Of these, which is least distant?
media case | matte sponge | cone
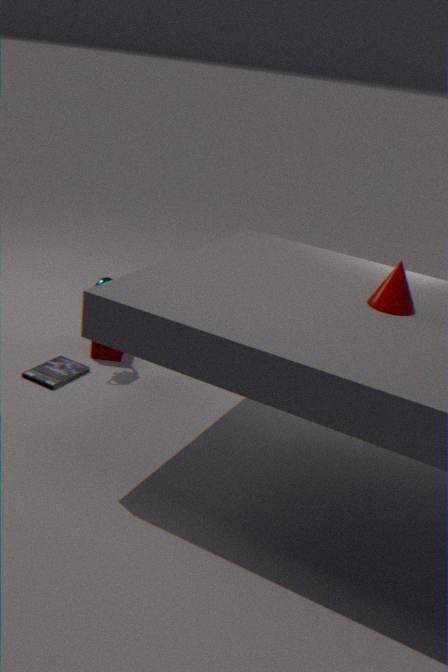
cone
